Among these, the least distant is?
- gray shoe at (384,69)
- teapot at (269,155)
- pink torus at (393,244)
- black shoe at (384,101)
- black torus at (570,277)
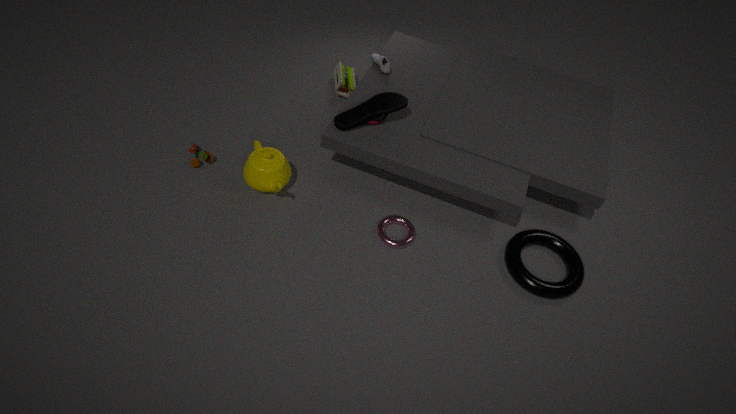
black torus at (570,277)
